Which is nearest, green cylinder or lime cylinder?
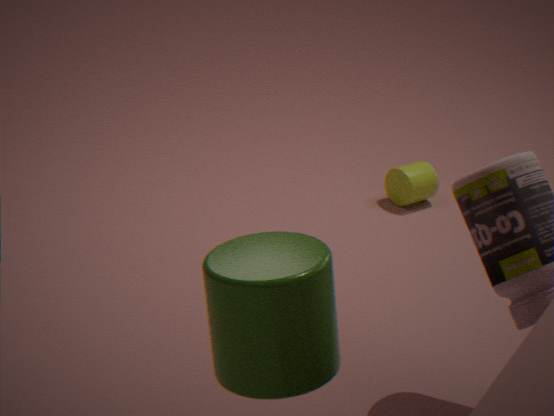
green cylinder
